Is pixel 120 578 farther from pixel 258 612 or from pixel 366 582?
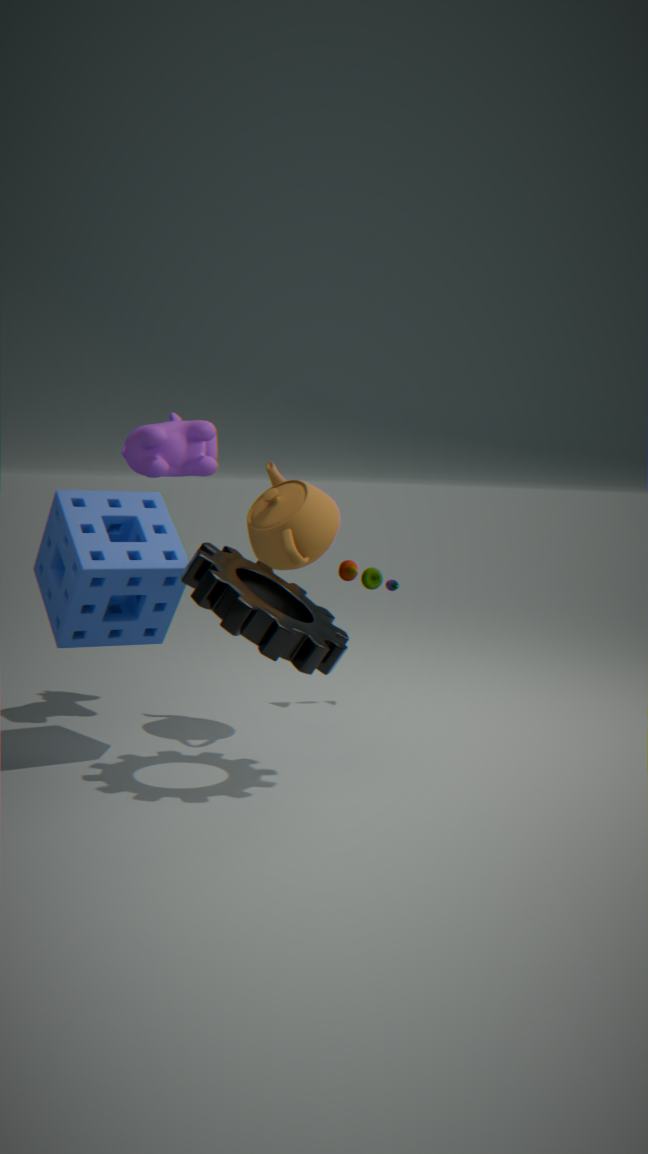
pixel 366 582
